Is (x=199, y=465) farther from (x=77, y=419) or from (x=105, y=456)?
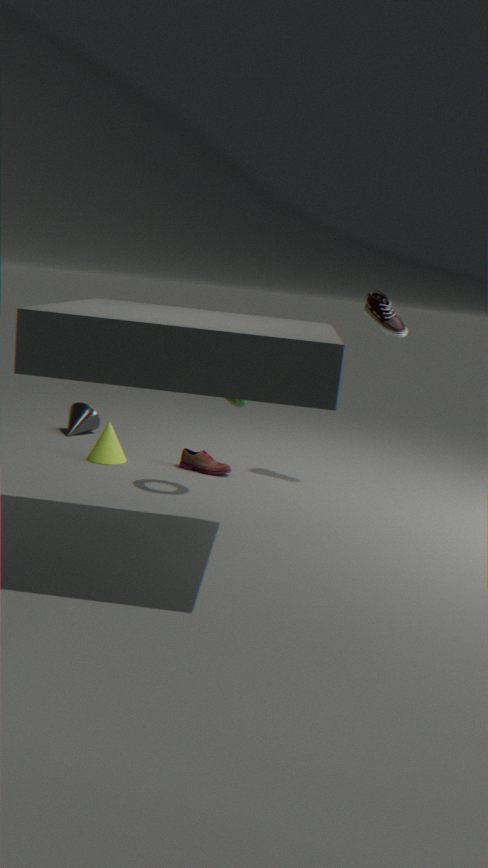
(x=77, y=419)
